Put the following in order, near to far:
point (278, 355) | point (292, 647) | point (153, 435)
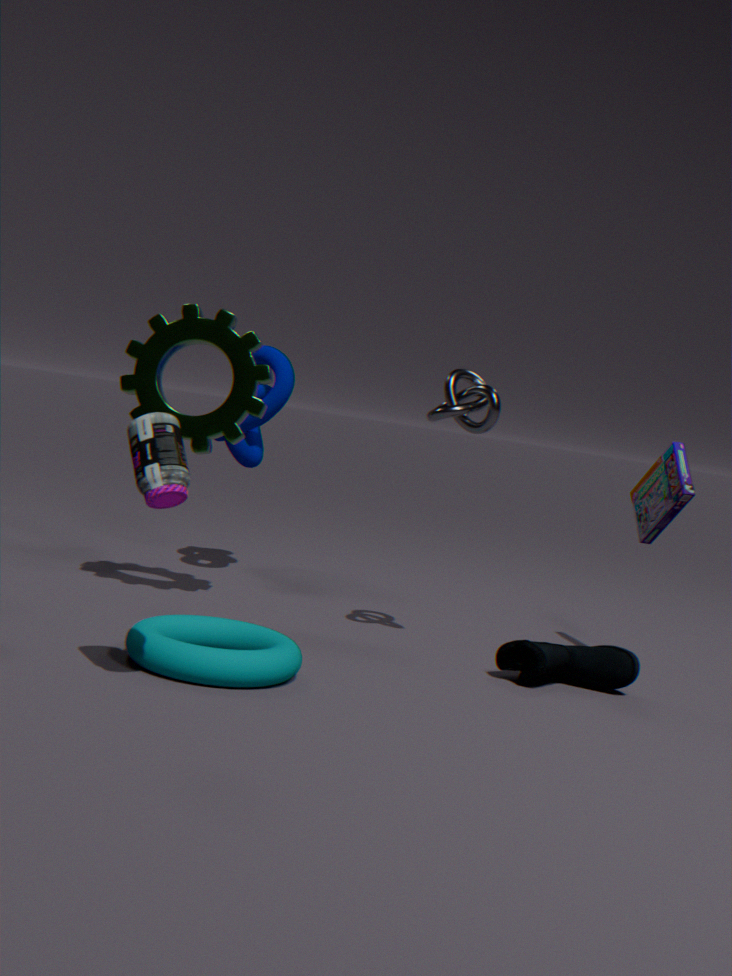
point (153, 435) < point (292, 647) < point (278, 355)
